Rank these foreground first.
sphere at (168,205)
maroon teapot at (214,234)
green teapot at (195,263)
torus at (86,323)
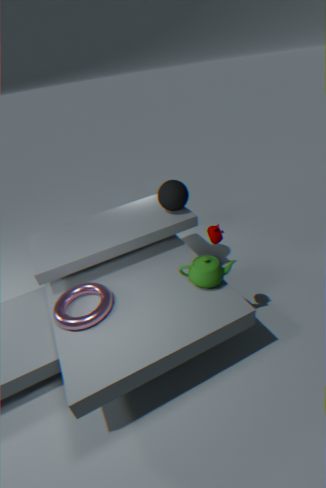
torus at (86,323), maroon teapot at (214,234), green teapot at (195,263), sphere at (168,205)
